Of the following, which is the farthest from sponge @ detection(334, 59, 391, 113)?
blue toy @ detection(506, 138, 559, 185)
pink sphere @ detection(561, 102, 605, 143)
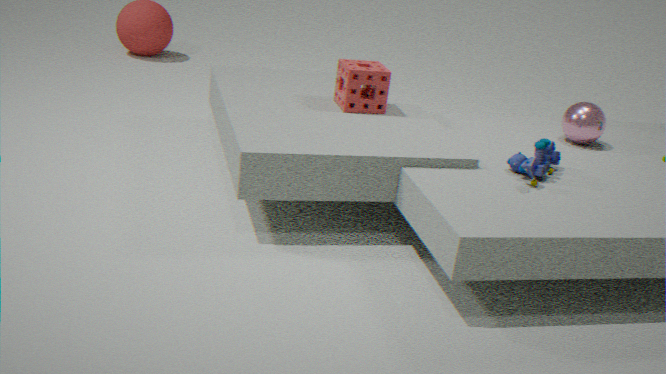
pink sphere @ detection(561, 102, 605, 143)
